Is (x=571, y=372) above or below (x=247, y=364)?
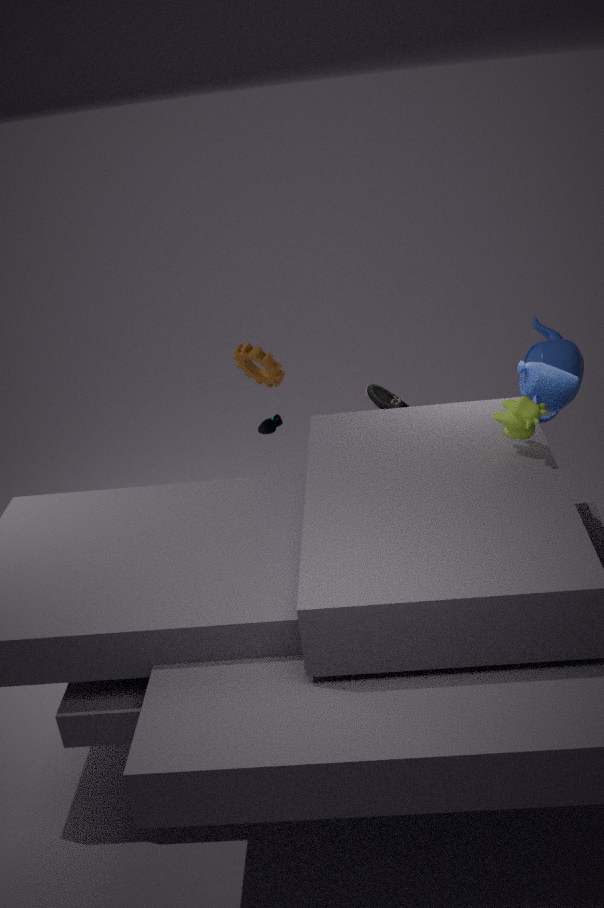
below
